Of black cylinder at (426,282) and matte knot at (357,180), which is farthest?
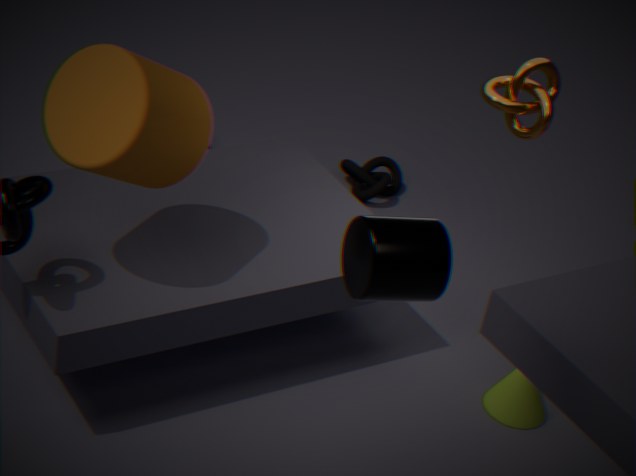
matte knot at (357,180)
